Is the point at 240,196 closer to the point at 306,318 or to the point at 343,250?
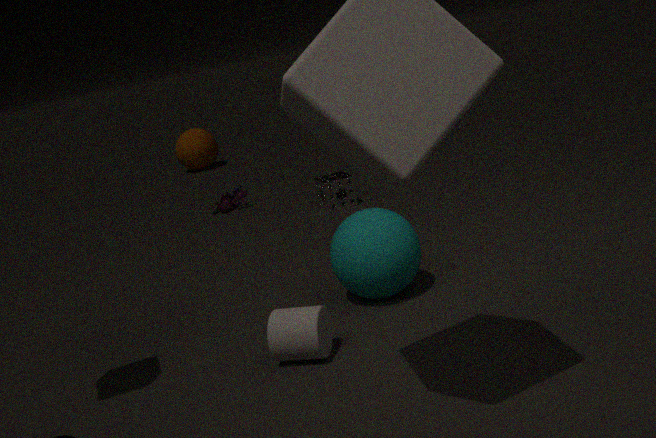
the point at 343,250
